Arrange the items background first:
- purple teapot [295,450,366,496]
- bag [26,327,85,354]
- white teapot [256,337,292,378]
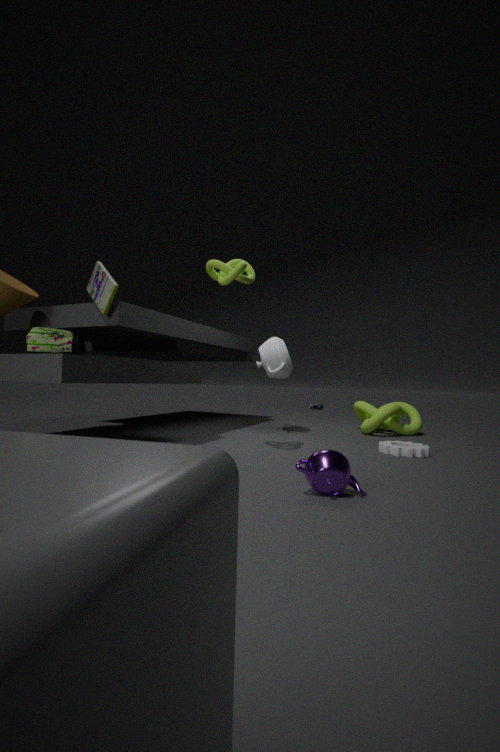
white teapot [256,337,292,378]
bag [26,327,85,354]
purple teapot [295,450,366,496]
